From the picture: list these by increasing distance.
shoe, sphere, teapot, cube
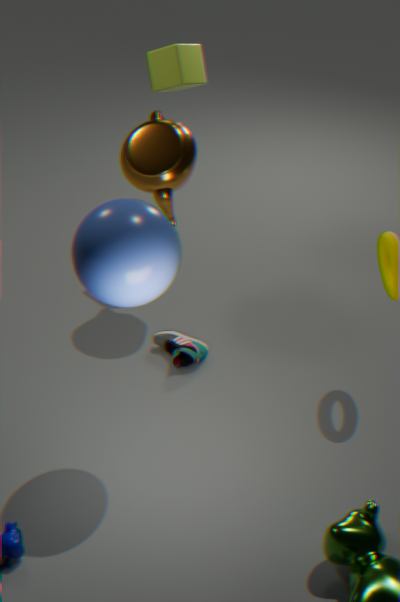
sphere
teapot
shoe
cube
